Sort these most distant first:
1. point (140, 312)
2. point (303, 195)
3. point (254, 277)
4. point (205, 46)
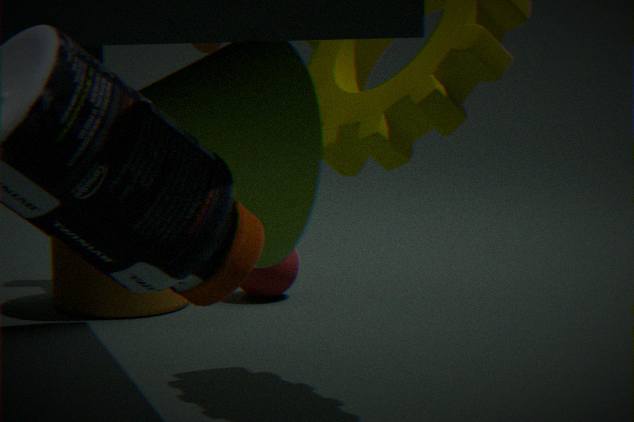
point (205, 46), point (254, 277), point (140, 312), point (303, 195)
